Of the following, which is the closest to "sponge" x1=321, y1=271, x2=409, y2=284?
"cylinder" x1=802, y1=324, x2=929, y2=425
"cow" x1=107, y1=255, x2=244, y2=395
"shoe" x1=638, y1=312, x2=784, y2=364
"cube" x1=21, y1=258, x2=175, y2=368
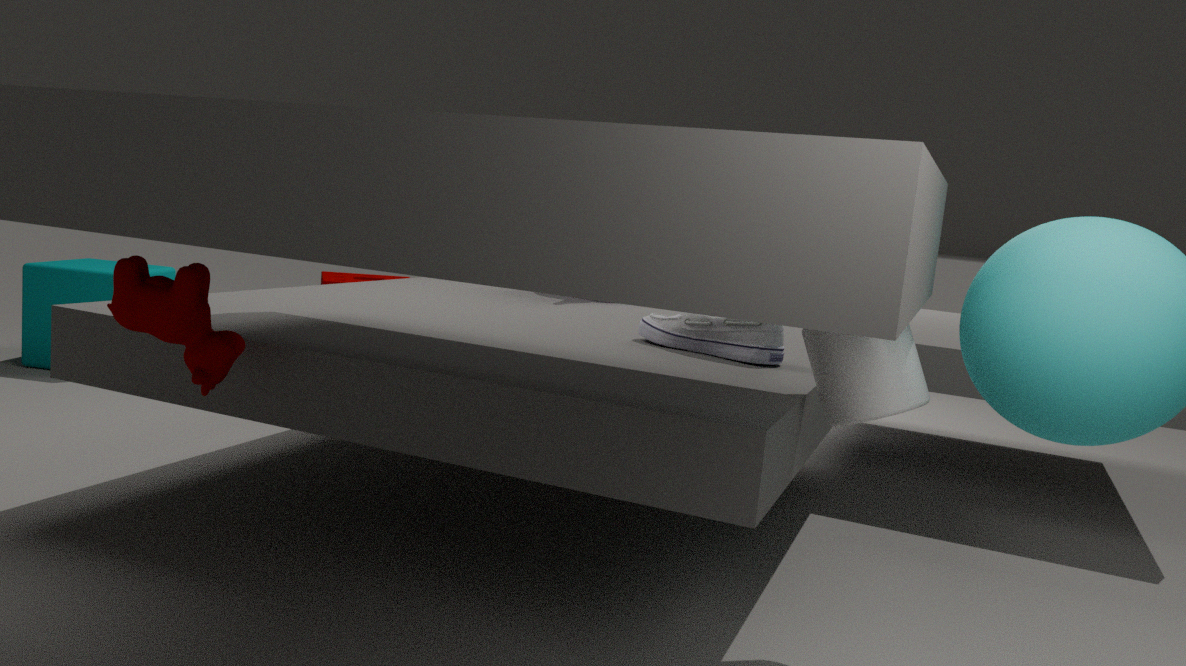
"cube" x1=21, y1=258, x2=175, y2=368
